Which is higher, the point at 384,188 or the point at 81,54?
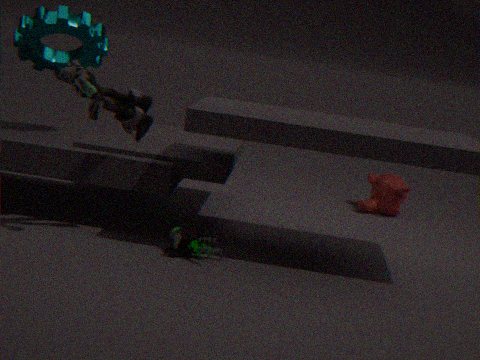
the point at 81,54
